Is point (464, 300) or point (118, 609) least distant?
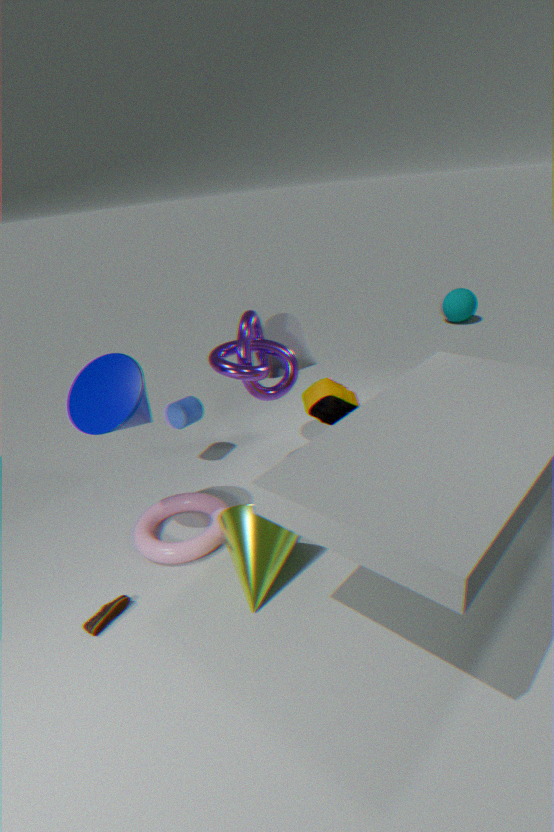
point (118, 609)
